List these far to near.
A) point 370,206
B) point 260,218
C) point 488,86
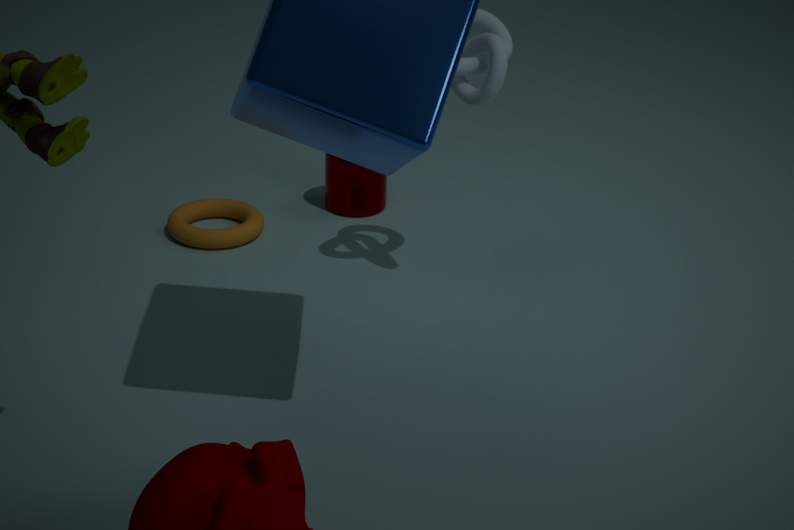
point 370,206, point 260,218, point 488,86
